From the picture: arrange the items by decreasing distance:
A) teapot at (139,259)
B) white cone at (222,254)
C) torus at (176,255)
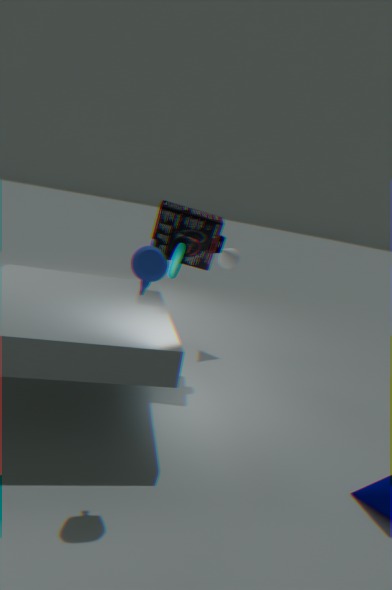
white cone at (222,254) → torus at (176,255) → teapot at (139,259)
